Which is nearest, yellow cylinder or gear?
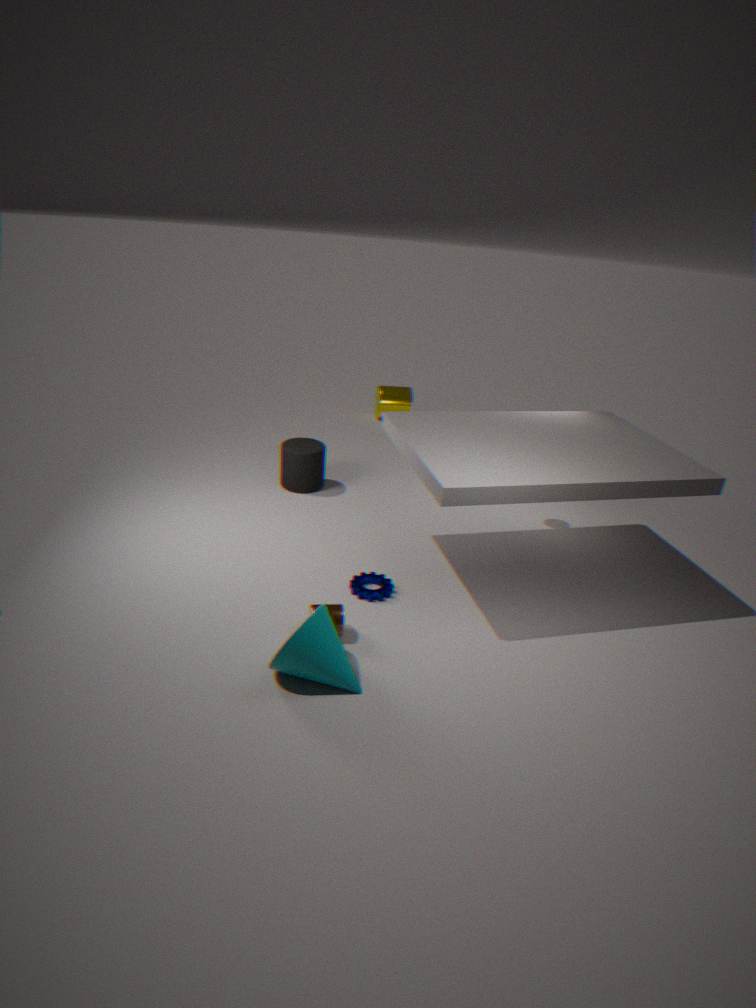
gear
